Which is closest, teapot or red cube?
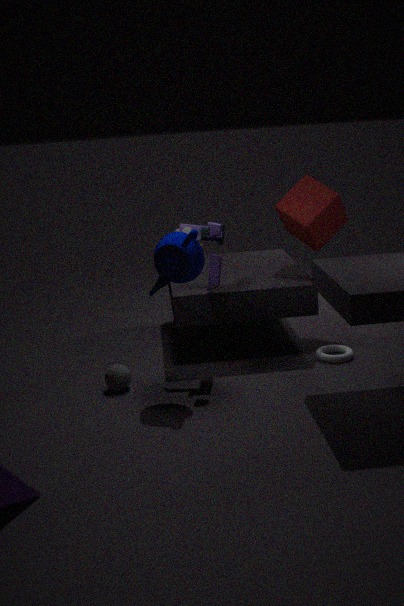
teapot
